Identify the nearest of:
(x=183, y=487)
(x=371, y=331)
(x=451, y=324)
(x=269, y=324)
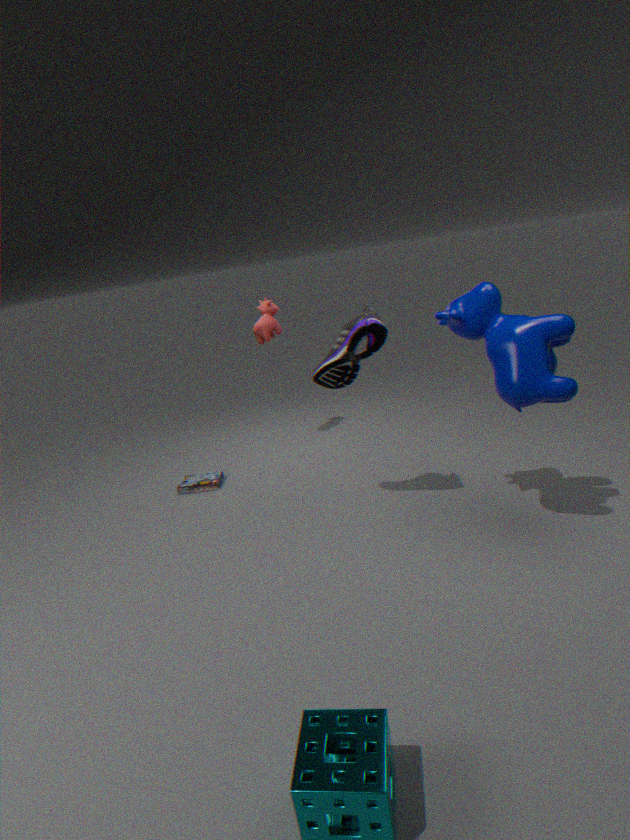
(x=451, y=324)
